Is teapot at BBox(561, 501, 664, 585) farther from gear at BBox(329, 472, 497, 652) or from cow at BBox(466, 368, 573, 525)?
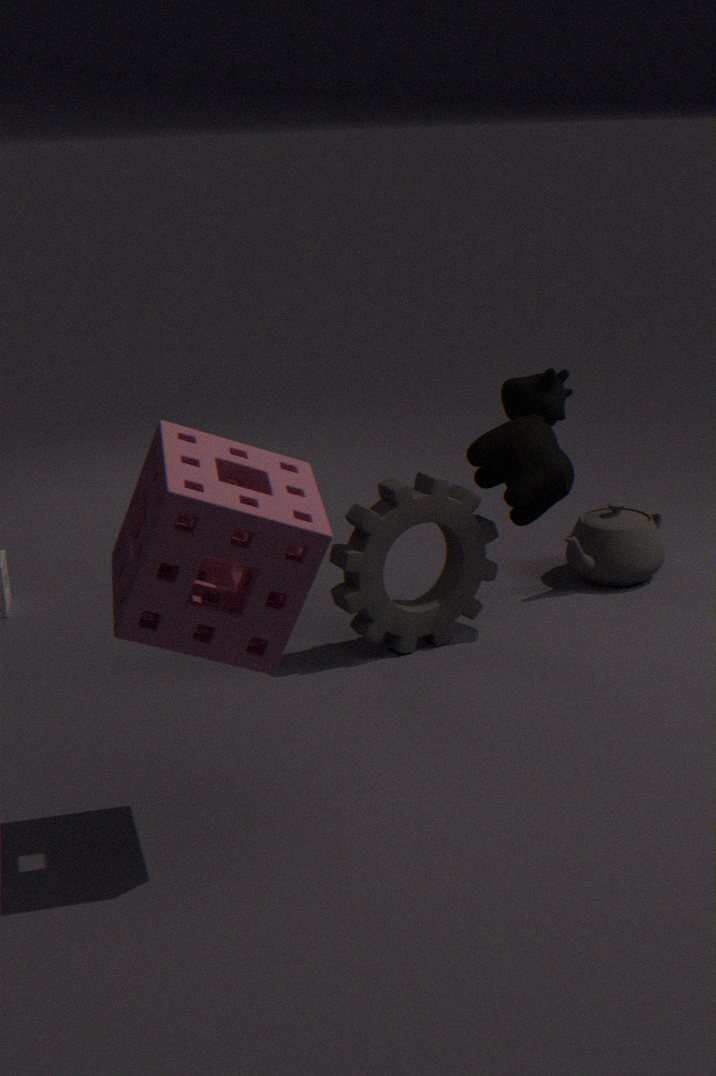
gear at BBox(329, 472, 497, 652)
